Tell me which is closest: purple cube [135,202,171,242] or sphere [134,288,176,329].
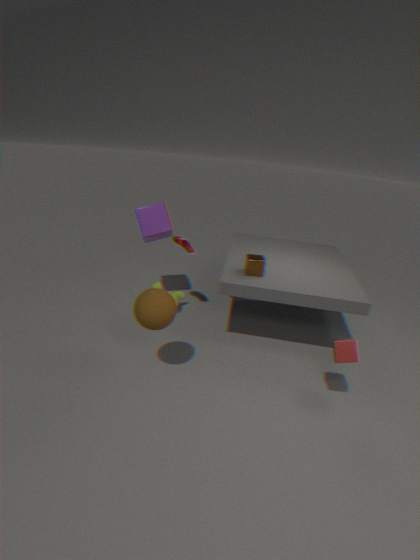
sphere [134,288,176,329]
